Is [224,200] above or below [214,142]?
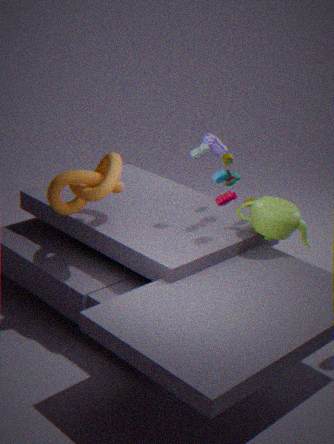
above
